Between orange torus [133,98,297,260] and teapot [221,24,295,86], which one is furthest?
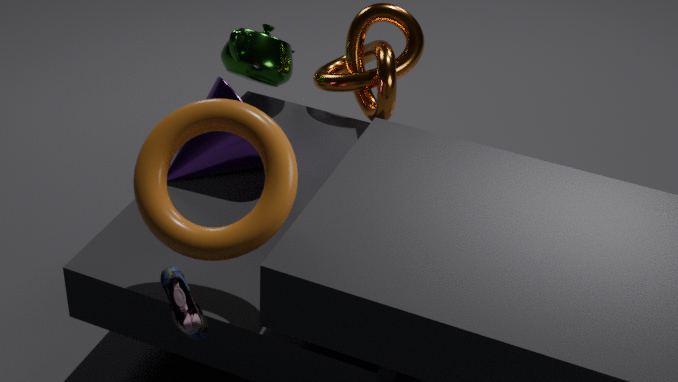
teapot [221,24,295,86]
